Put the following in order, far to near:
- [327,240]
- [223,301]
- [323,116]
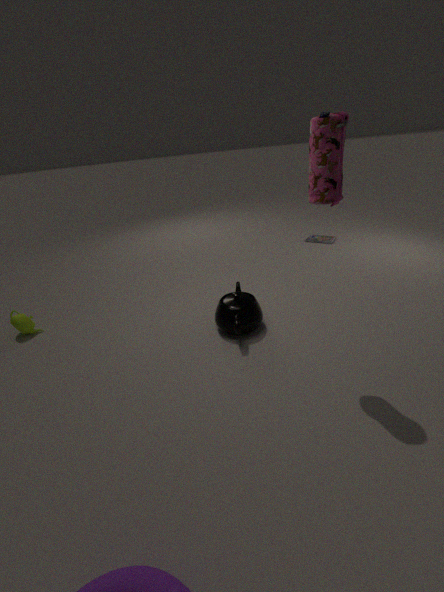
[327,240]
[223,301]
[323,116]
